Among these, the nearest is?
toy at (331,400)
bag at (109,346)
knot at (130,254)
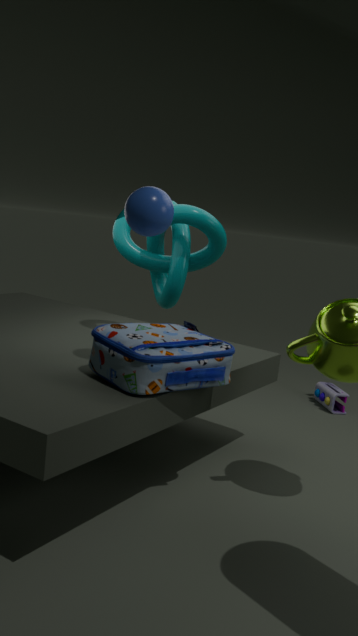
bag at (109,346)
